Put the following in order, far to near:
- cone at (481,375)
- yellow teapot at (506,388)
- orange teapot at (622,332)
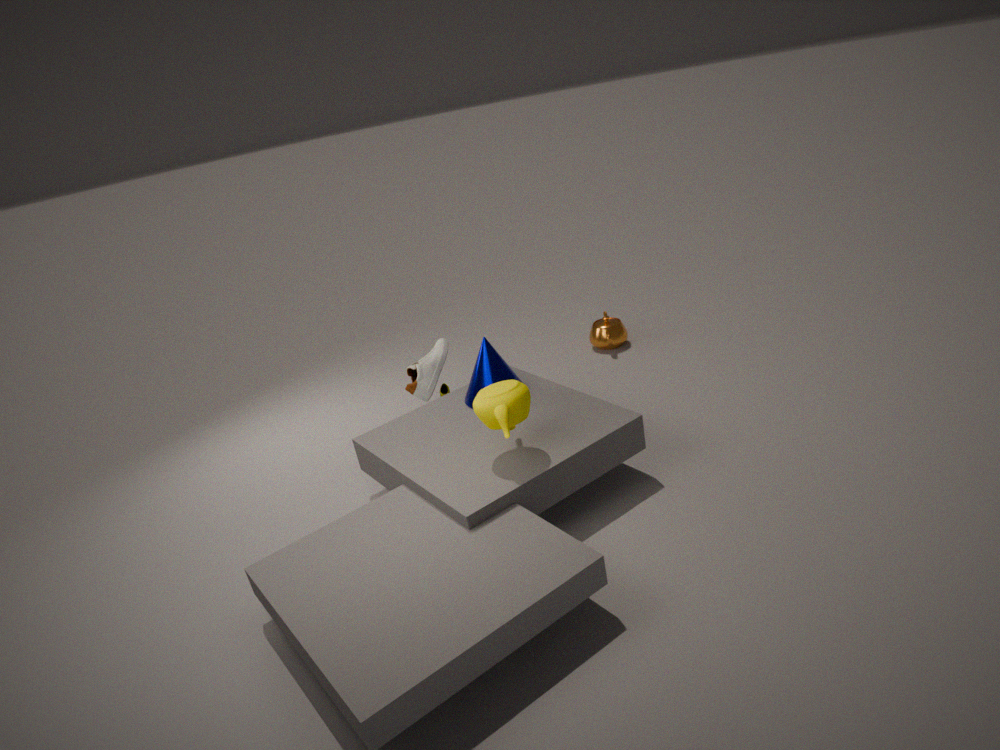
orange teapot at (622,332), cone at (481,375), yellow teapot at (506,388)
